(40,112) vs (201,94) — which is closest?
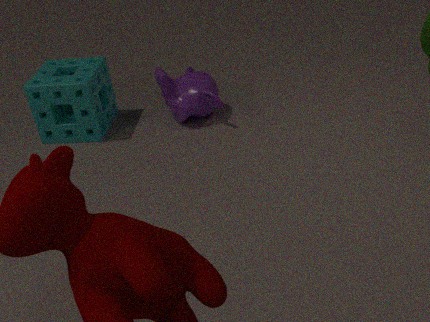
(201,94)
